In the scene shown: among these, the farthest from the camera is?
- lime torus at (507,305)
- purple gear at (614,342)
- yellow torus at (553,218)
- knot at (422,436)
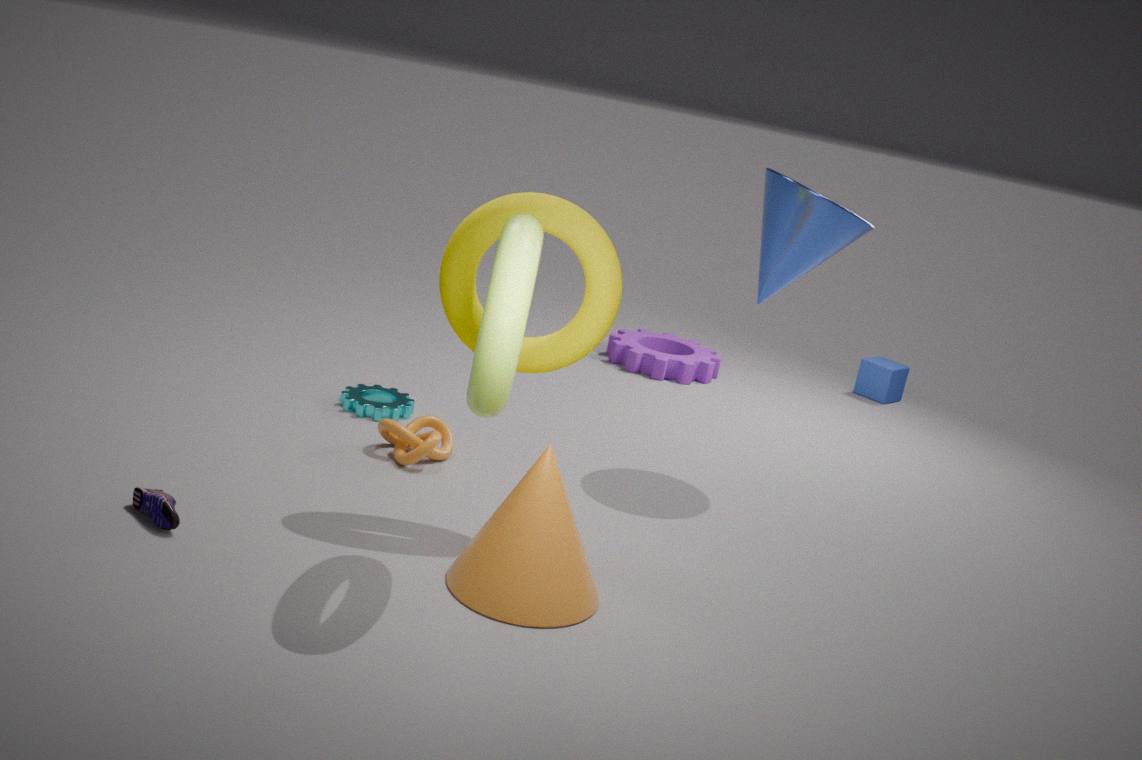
purple gear at (614,342)
